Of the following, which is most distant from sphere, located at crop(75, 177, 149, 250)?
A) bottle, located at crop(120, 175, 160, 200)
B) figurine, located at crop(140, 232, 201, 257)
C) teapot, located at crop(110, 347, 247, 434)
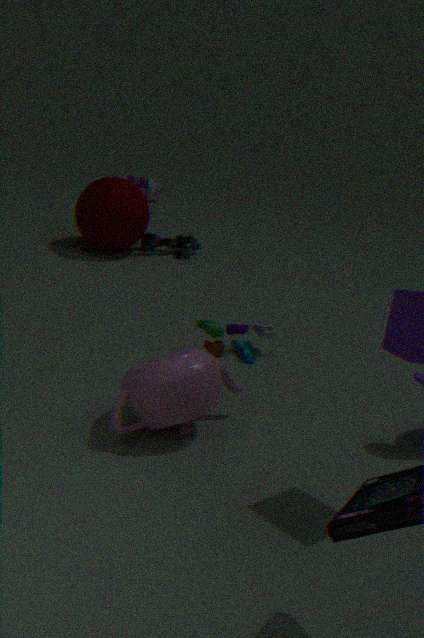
teapot, located at crop(110, 347, 247, 434)
